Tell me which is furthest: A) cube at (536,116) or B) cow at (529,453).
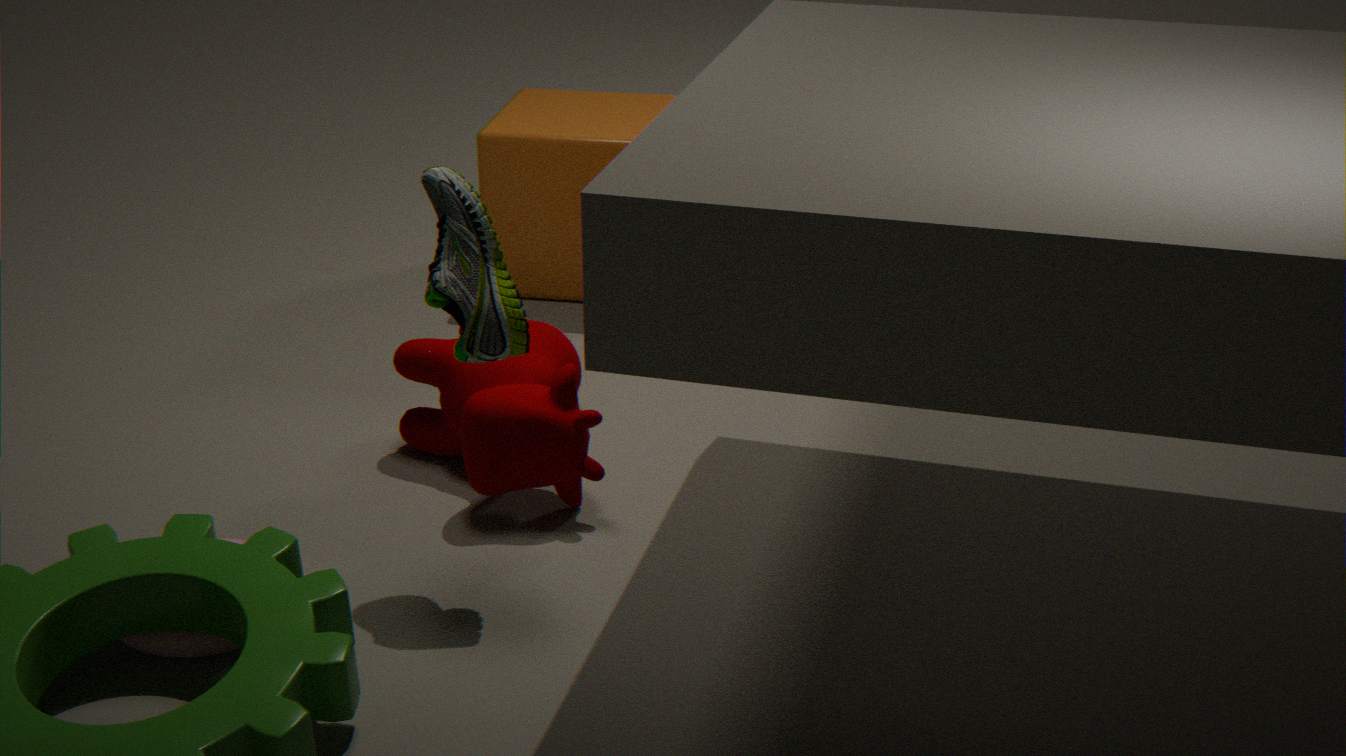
A. cube at (536,116)
